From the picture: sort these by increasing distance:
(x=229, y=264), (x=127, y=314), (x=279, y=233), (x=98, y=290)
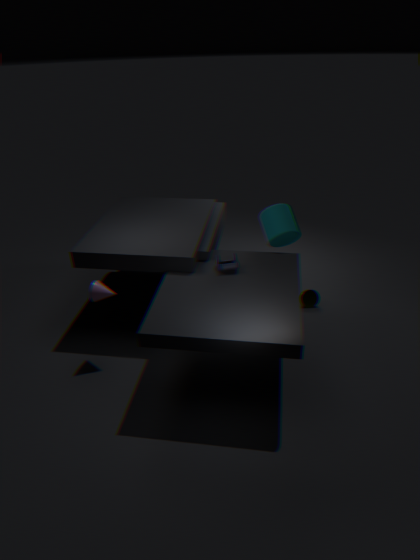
(x=98, y=290)
(x=229, y=264)
(x=279, y=233)
(x=127, y=314)
